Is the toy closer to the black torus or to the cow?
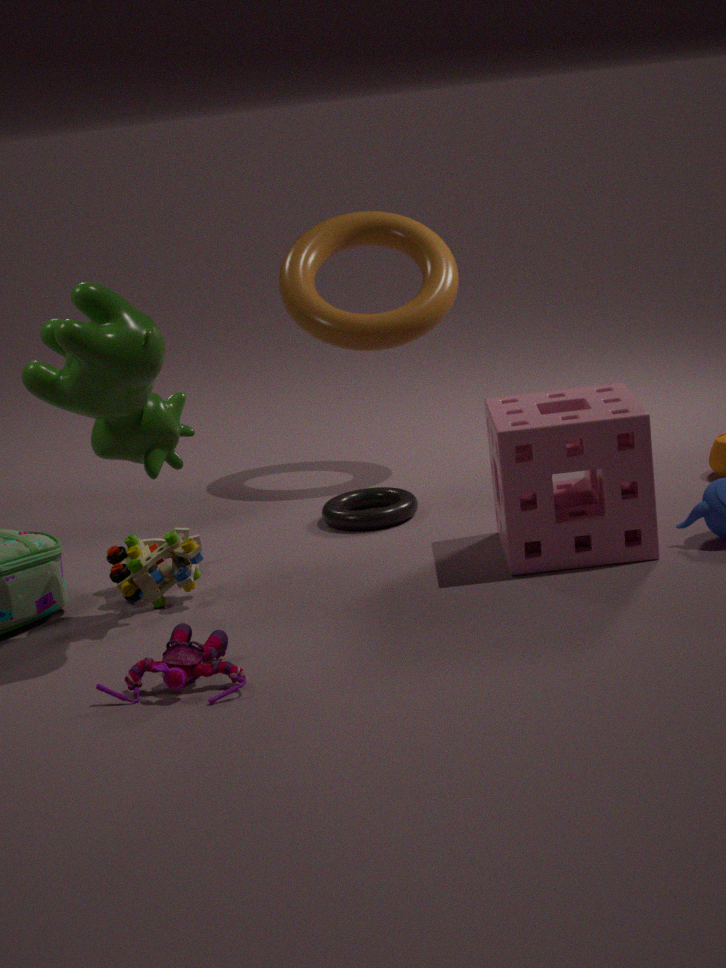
the cow
